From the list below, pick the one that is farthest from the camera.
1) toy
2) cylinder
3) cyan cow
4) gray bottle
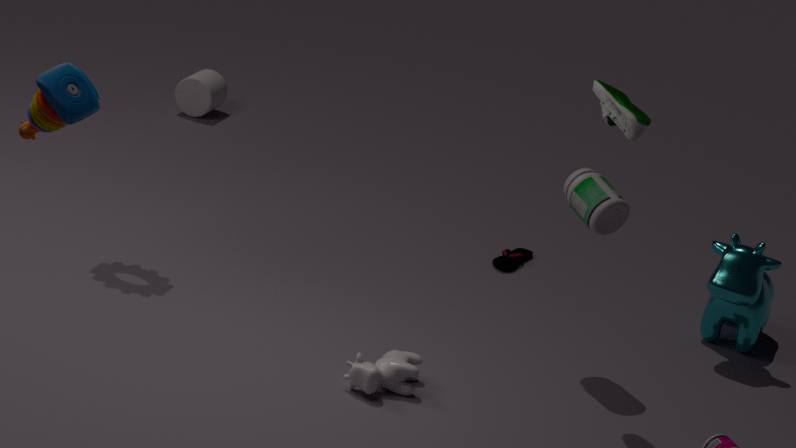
2. cylinder
